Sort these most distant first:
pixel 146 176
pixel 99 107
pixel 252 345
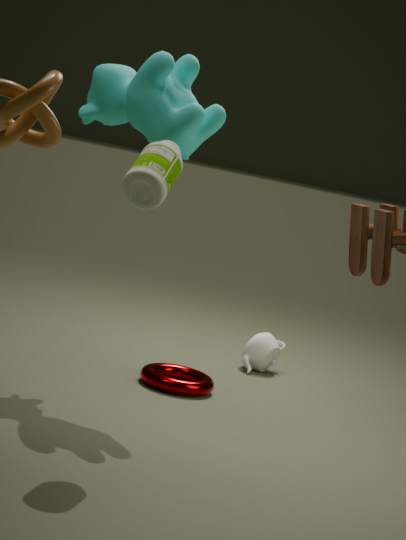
pixel 252 345, pixel 99 107, pixel 146 176
